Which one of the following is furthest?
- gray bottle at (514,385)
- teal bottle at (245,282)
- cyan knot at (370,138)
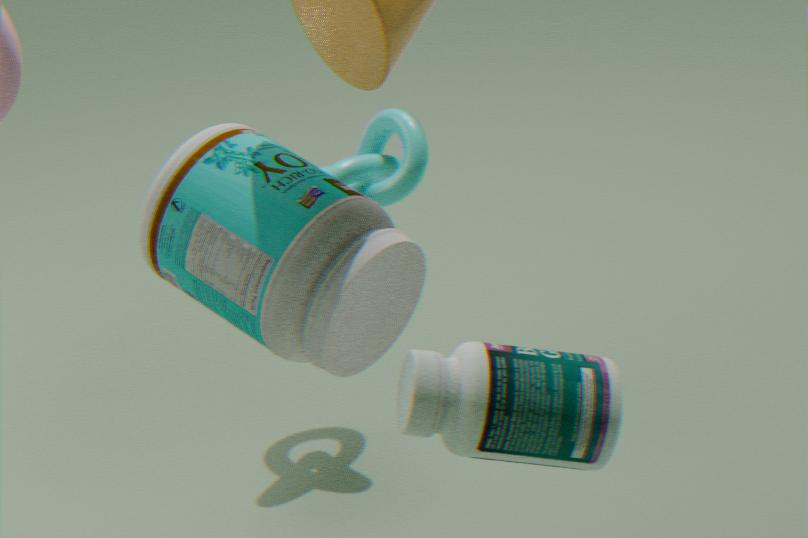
→ cyan knot at (370,138)
